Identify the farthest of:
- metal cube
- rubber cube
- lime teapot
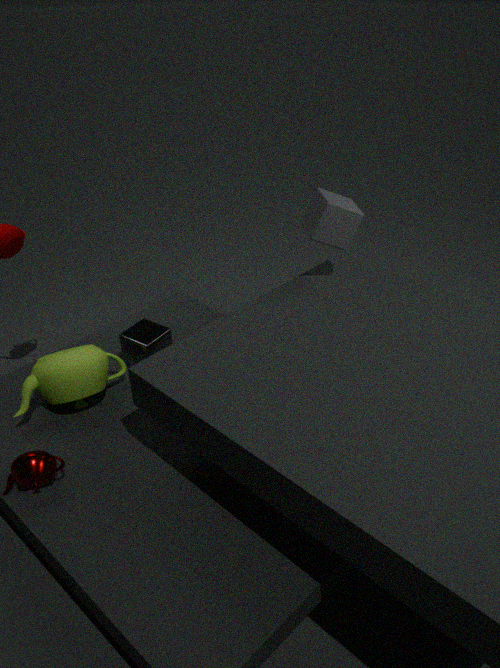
metal cube
